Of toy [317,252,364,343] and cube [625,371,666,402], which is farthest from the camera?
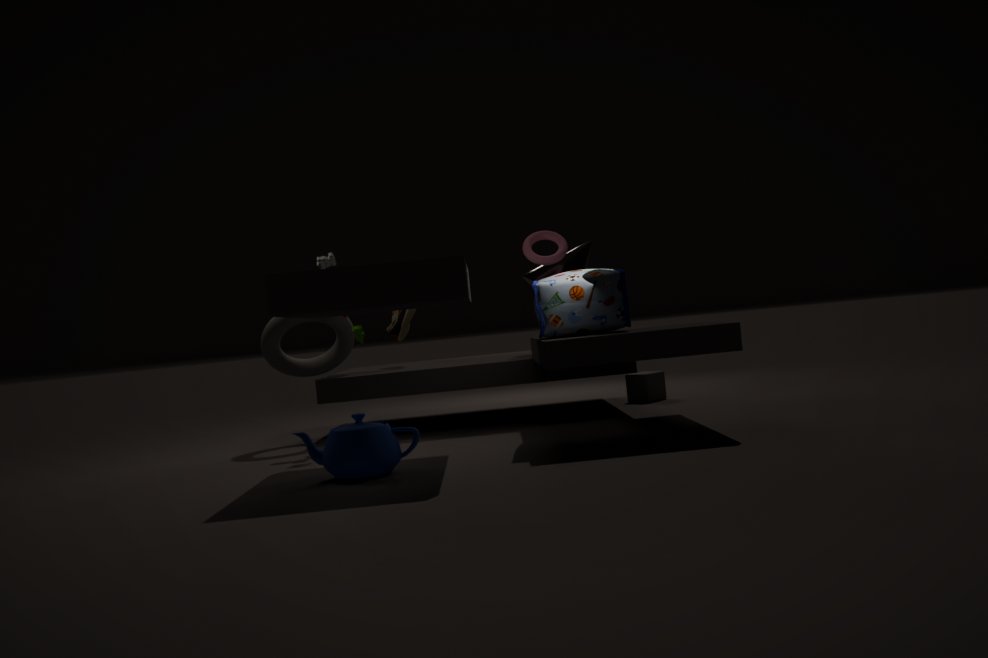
cube [625,371,666,402]
